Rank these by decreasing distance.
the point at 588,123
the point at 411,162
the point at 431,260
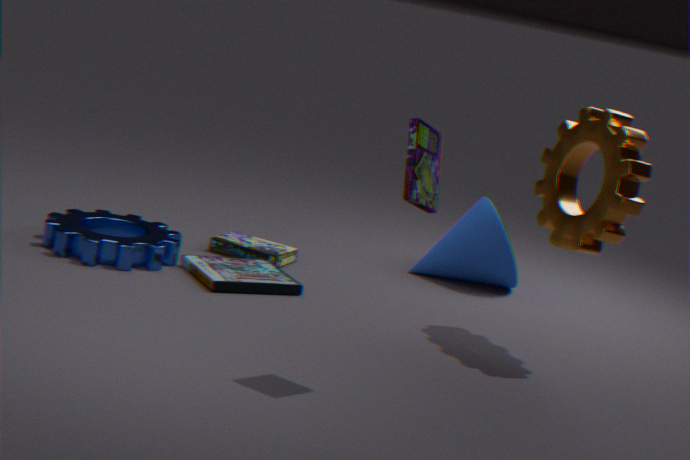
the point at 431,260, the point at 588,123, the point at 411,162
